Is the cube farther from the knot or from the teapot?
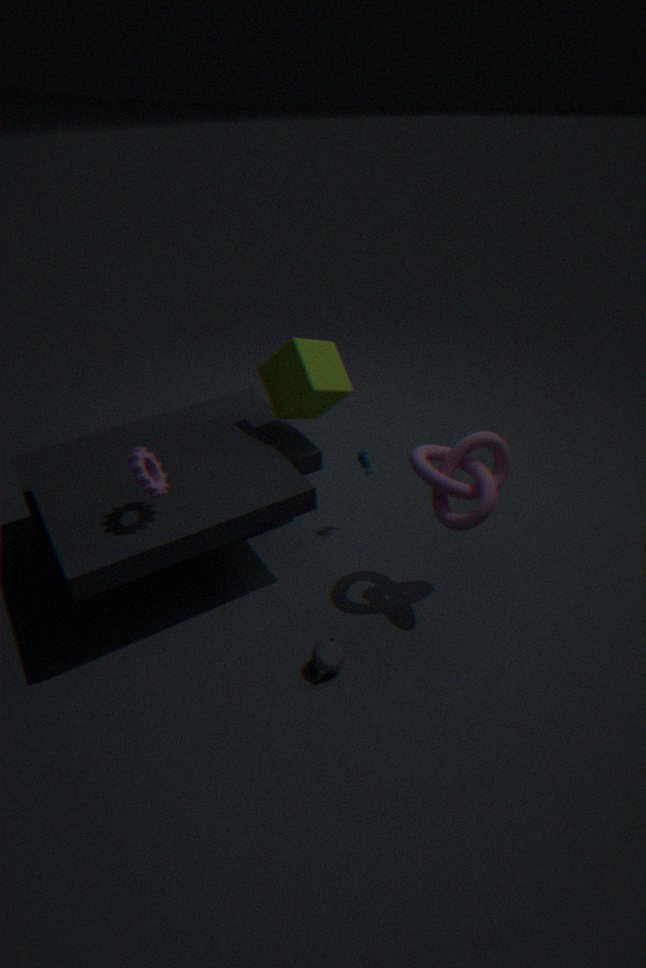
the teapot
